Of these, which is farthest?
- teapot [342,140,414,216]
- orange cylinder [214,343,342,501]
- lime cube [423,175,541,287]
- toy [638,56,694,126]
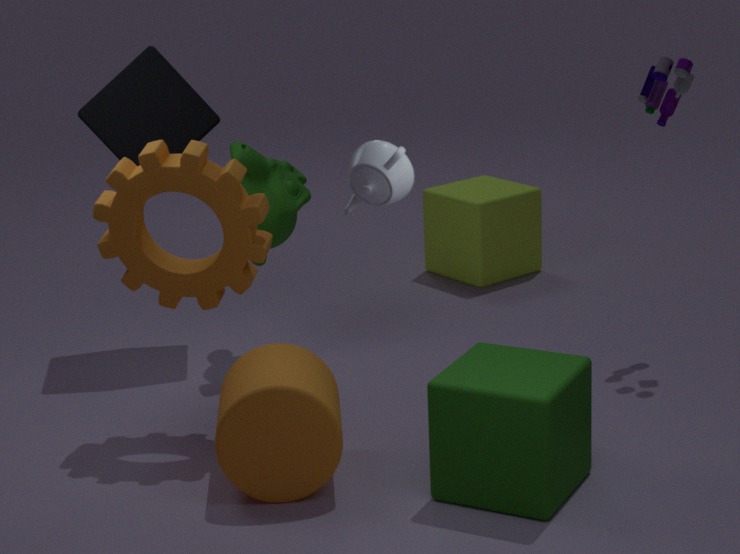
lime cube [423,175,541,287]
